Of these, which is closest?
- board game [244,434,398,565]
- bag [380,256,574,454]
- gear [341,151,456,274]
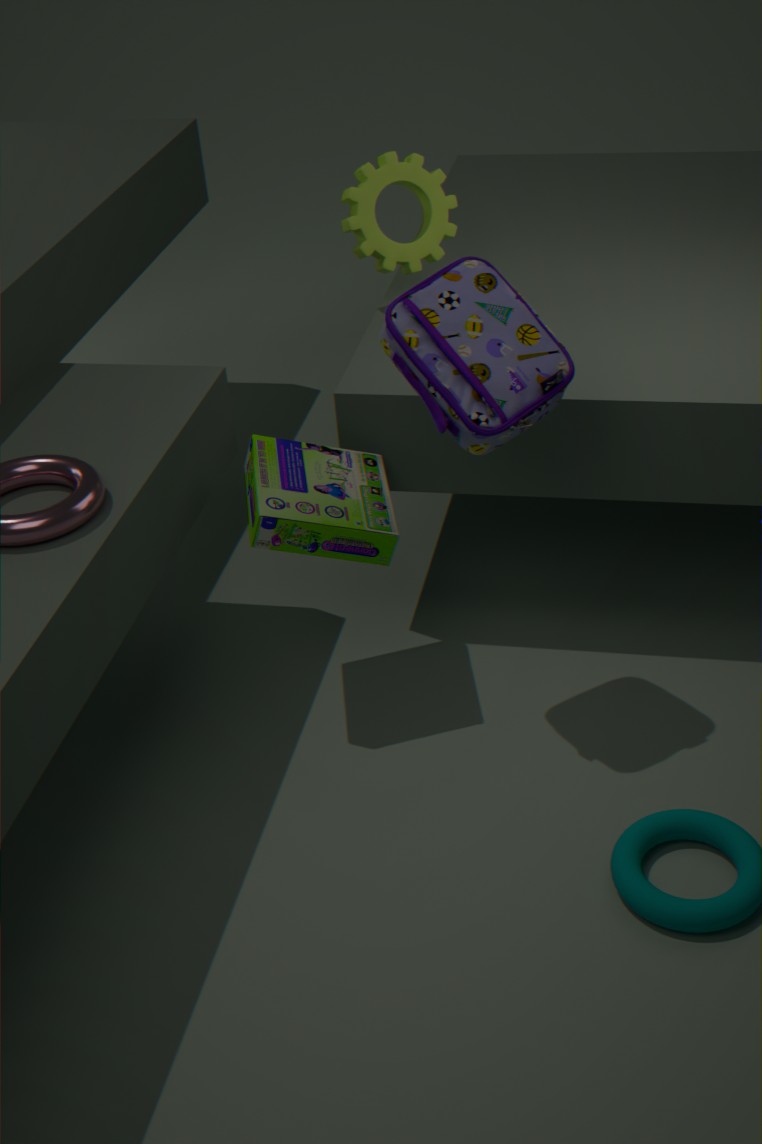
bag [380,256,574,454]
